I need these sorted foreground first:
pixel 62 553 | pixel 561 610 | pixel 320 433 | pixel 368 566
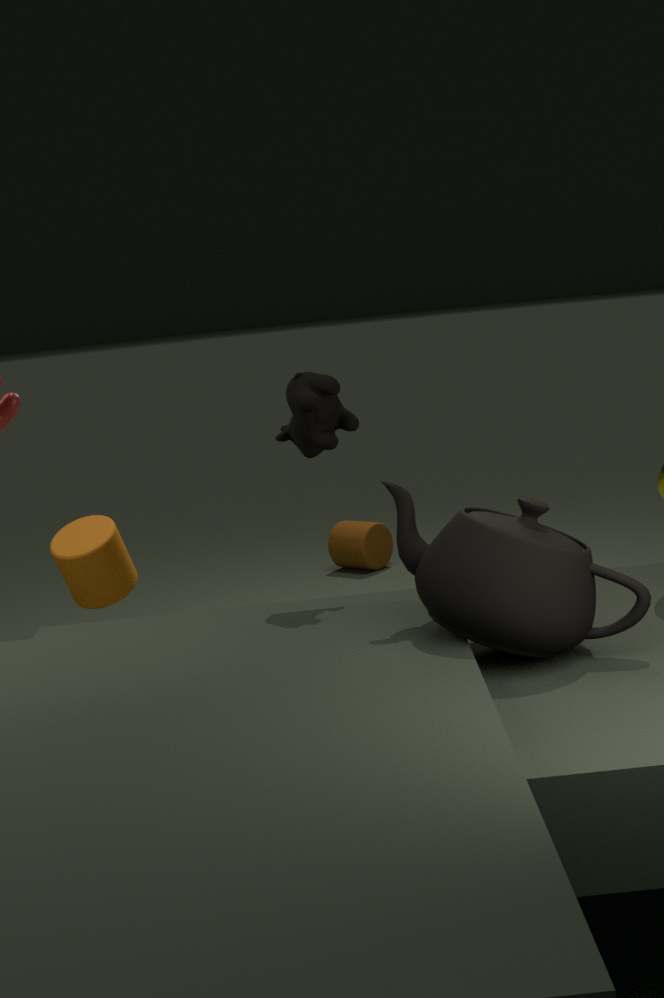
pixel 561 610, pixel 320 433, pixel 62 553, pixel 368 566
